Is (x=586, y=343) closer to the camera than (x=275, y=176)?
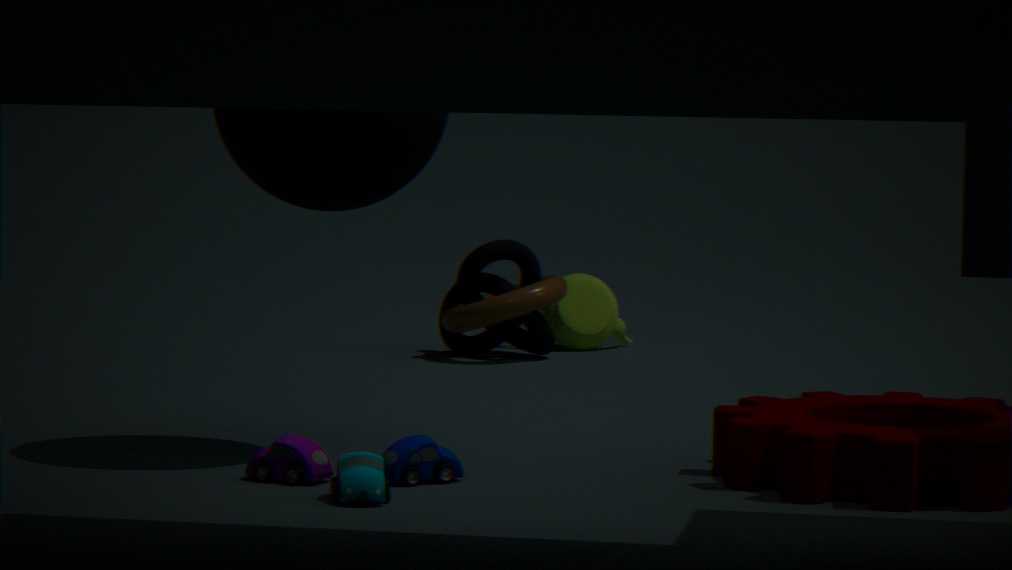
No
